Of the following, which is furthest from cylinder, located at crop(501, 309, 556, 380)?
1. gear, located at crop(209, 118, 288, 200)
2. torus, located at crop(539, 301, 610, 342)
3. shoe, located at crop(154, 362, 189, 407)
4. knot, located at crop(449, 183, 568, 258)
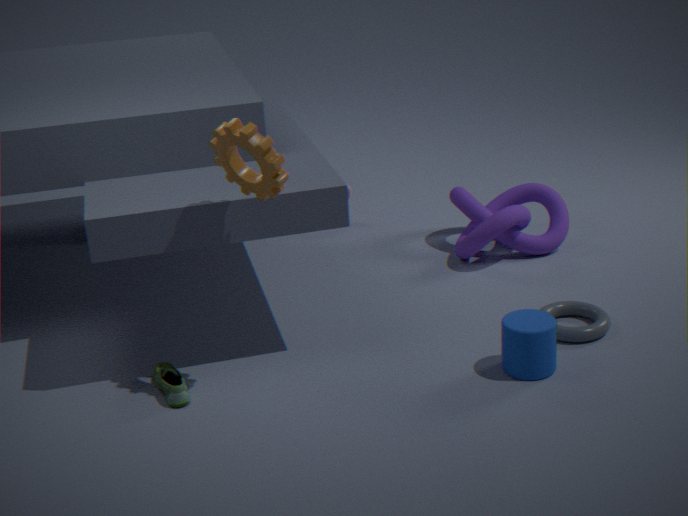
shoe, located at crop(154, 362, 189, 407)
